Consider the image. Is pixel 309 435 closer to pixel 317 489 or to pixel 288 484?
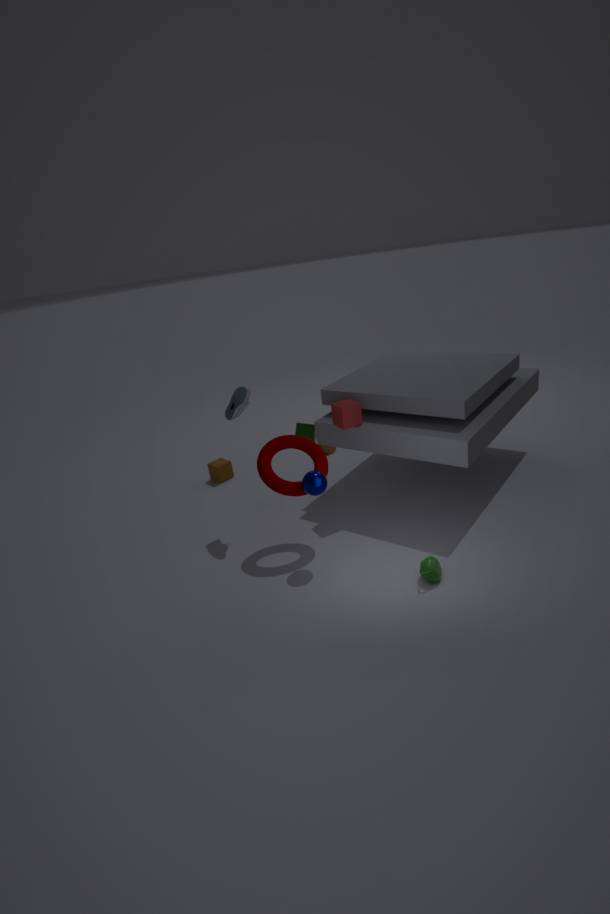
pixel 288 484
